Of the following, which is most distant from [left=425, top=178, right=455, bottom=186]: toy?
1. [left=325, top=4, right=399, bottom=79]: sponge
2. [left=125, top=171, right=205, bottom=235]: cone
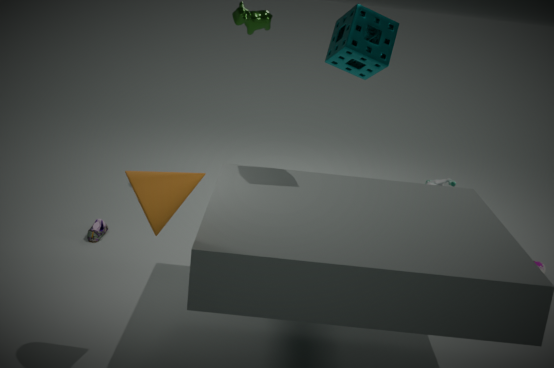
[left=125, top=171, right=205, bottom=235]: cone
